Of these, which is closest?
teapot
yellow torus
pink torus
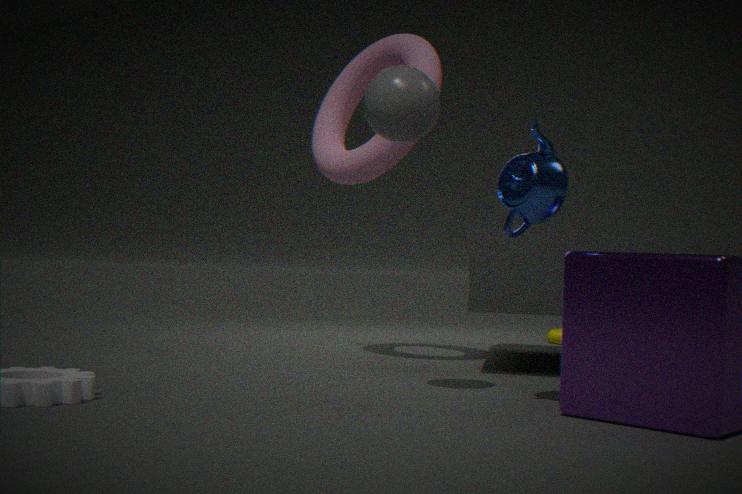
teapot
